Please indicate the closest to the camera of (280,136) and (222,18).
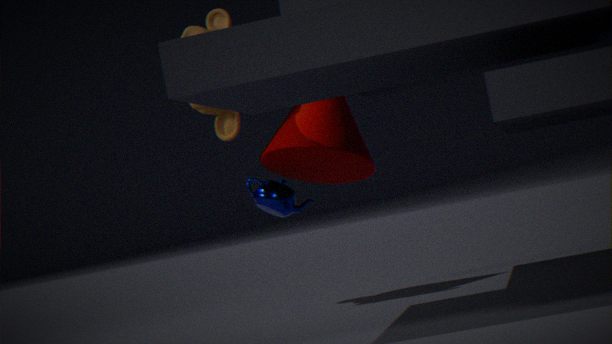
(280,136)
